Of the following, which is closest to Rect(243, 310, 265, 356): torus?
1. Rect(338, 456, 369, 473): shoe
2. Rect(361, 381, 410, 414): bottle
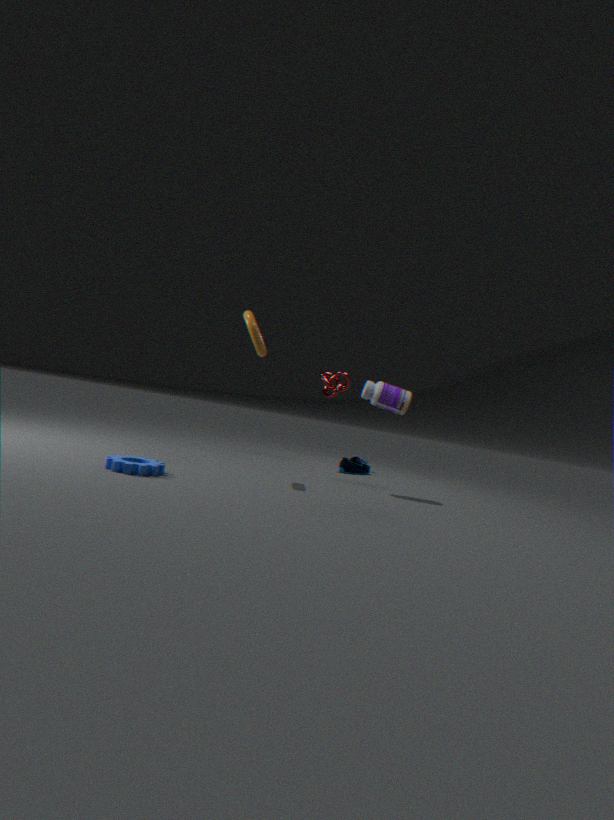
Rect(361, 381, 410, 414): bottle
